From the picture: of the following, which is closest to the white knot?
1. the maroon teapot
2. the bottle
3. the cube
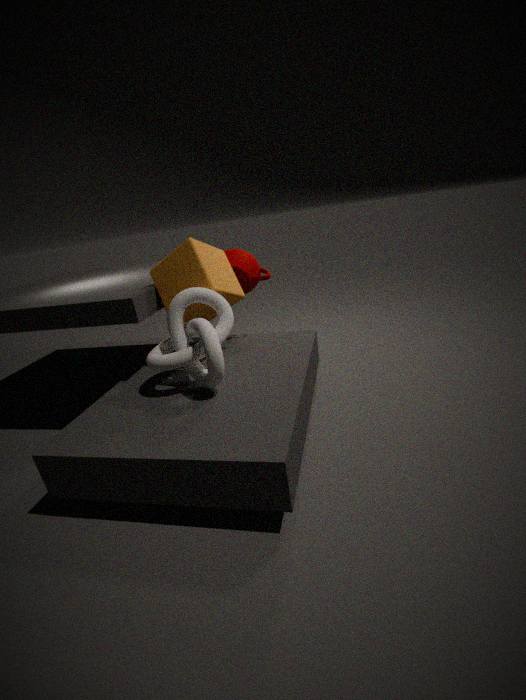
the cube
